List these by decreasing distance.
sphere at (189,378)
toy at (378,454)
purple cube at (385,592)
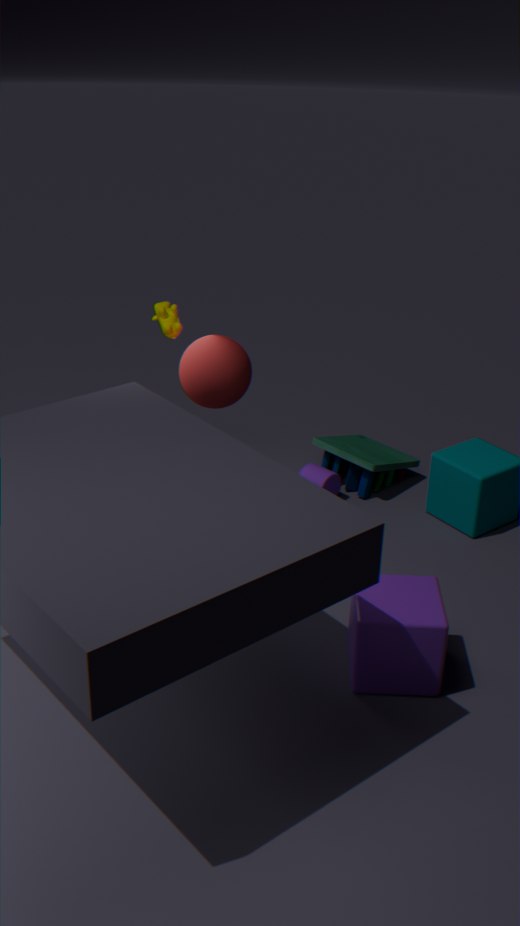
toy at (378,454)
sphere at (189,378)
purple cube at (385,592)
